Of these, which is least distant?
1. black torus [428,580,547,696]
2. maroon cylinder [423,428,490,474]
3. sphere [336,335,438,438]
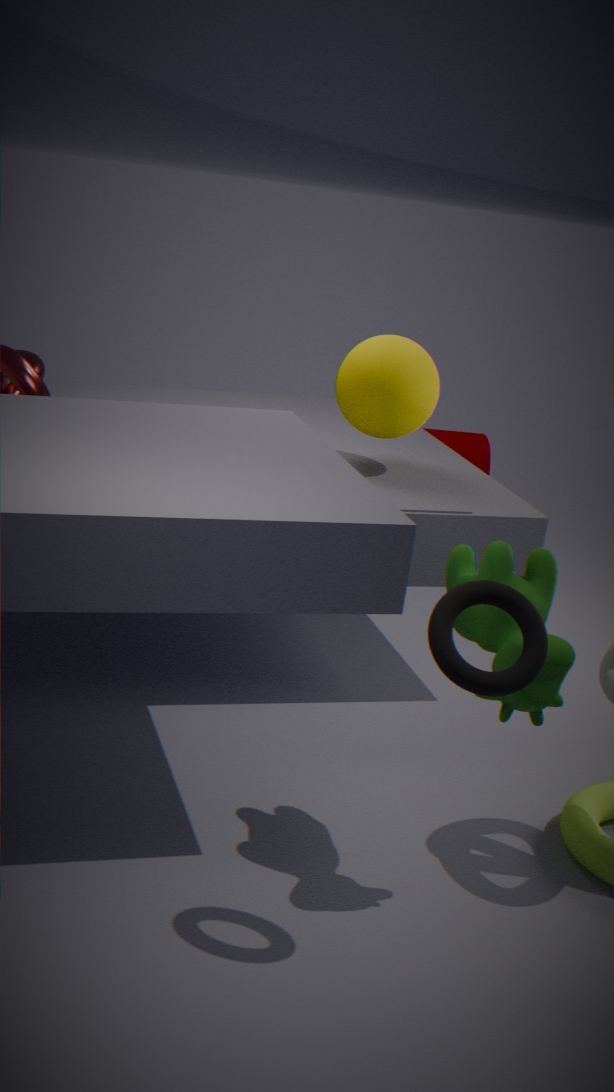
black torus [428,580,547,696]
